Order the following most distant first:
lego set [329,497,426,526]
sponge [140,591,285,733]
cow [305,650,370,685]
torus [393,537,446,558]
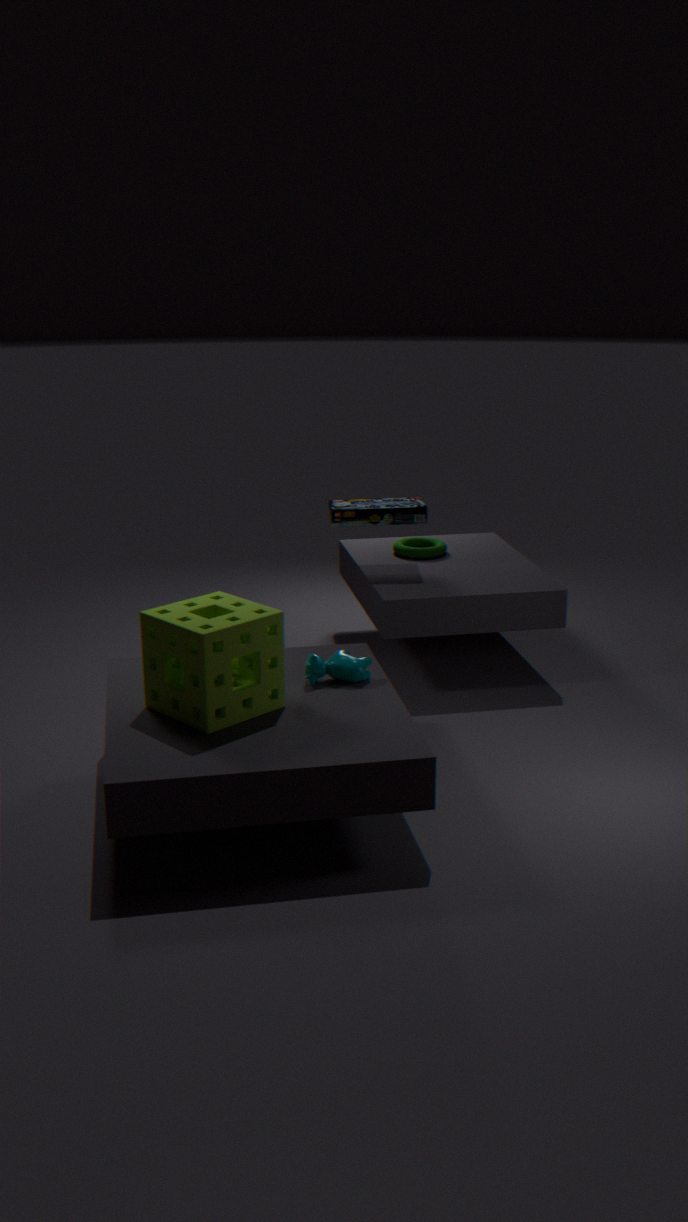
torus [393,537,446,558]
lego set [329,497,426,526]
cow [305,650,370,685]
sponge [140,591,285,733]
